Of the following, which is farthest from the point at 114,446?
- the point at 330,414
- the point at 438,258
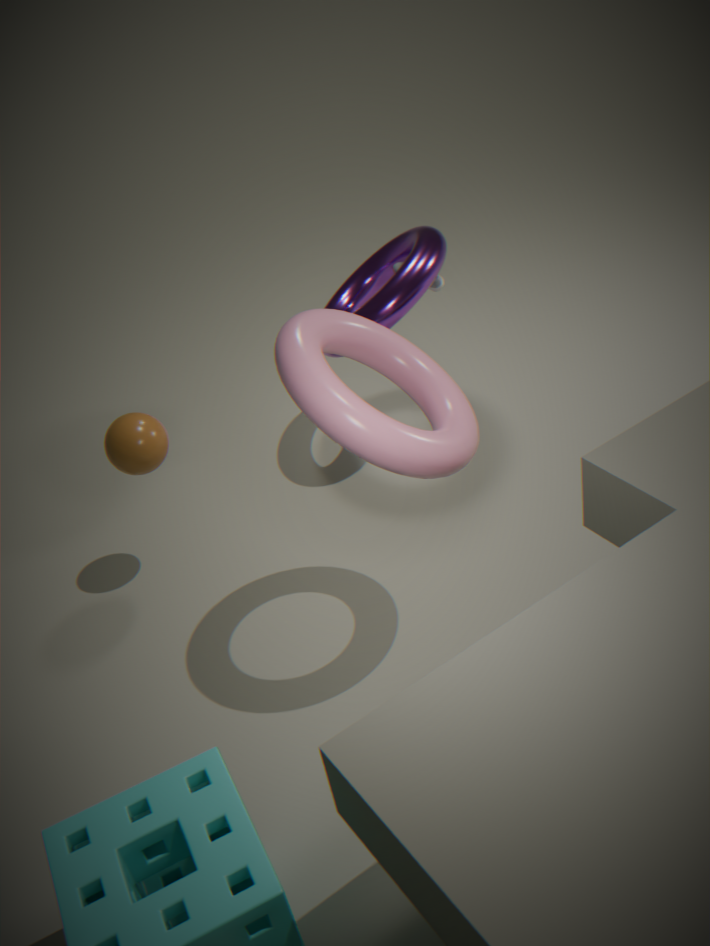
the point at 438,258
